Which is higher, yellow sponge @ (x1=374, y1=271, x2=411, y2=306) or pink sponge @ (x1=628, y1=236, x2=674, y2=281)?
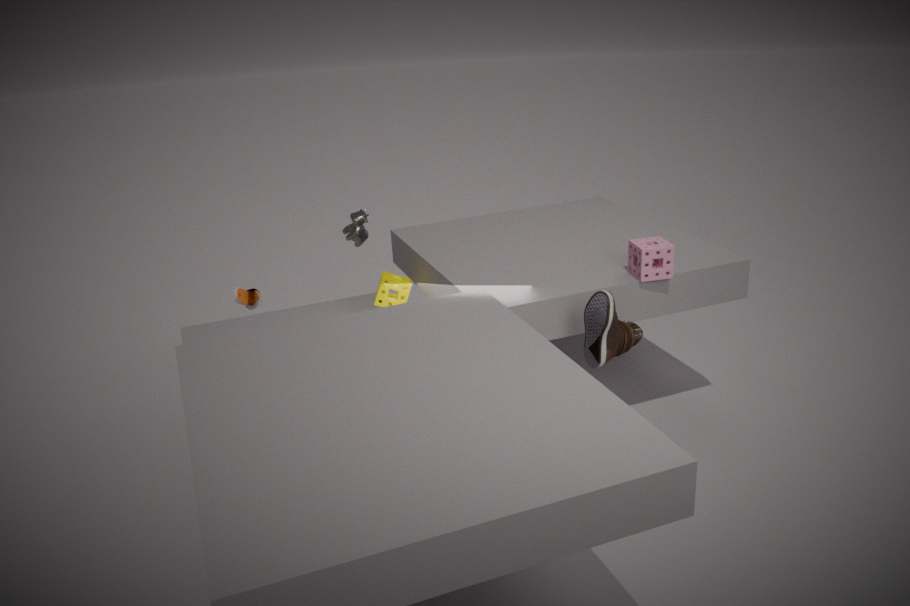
pink sponge @ (x1=628, y1=236, x2=674, y2=281)
